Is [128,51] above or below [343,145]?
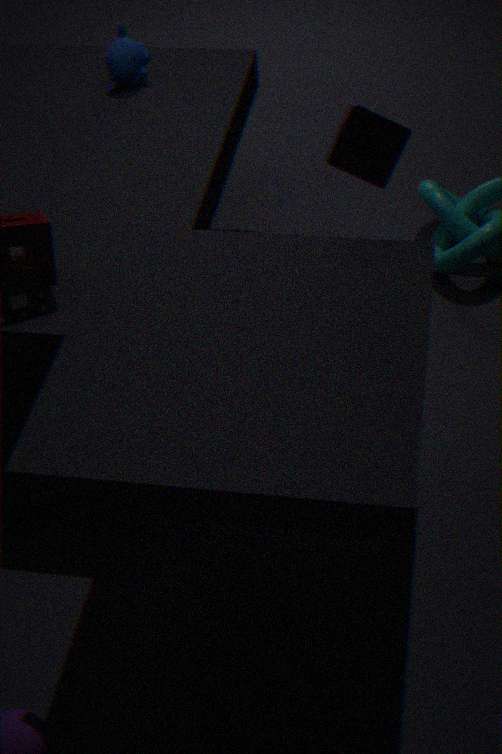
below
